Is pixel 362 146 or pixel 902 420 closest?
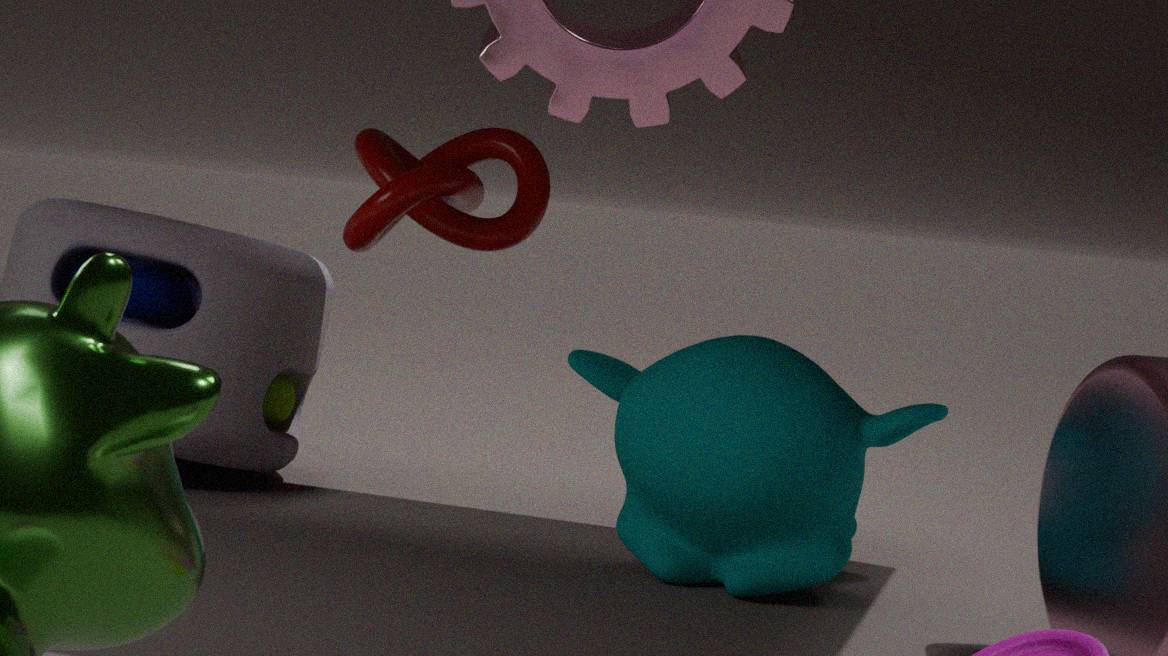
pixel 902 420
